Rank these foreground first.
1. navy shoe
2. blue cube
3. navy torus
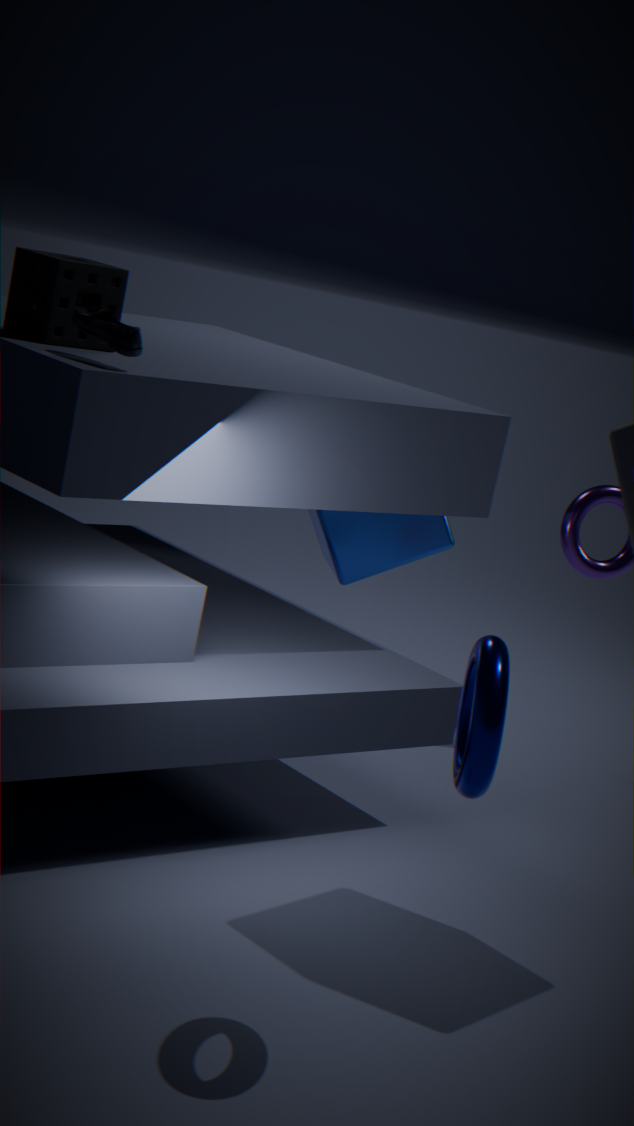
navy torus, navy shoe, blue cube
